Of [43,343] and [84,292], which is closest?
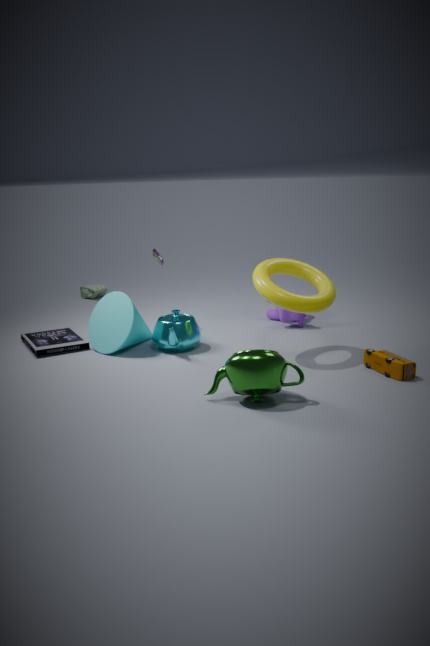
[43,343]
